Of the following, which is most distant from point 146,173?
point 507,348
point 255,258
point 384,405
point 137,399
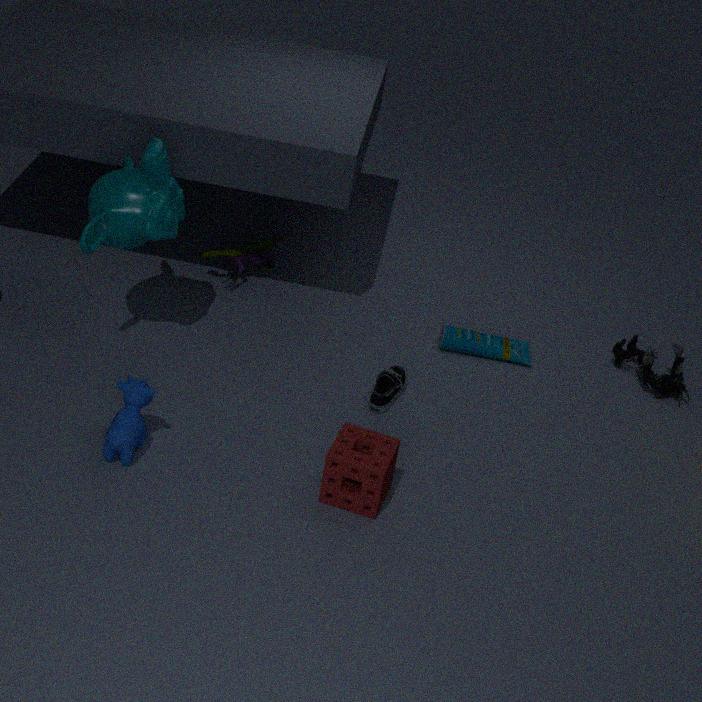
point 507,348
